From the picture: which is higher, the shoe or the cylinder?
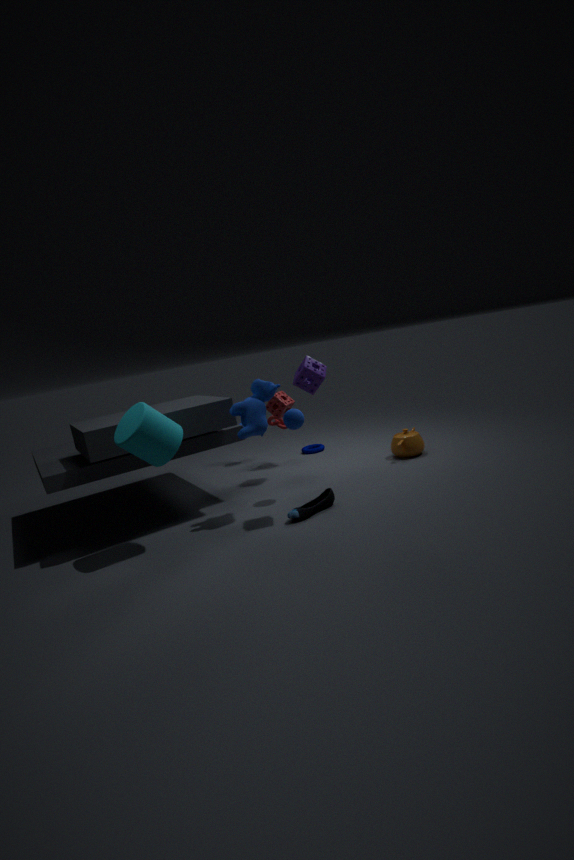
the cylinder
